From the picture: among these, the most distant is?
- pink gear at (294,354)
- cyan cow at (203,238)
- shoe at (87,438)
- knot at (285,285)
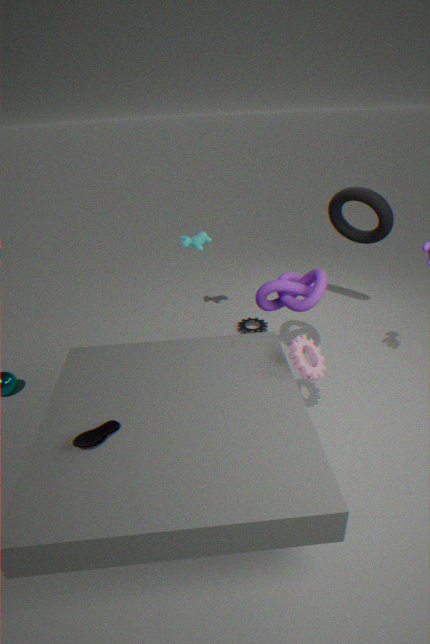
cyan cow at (203,238)
